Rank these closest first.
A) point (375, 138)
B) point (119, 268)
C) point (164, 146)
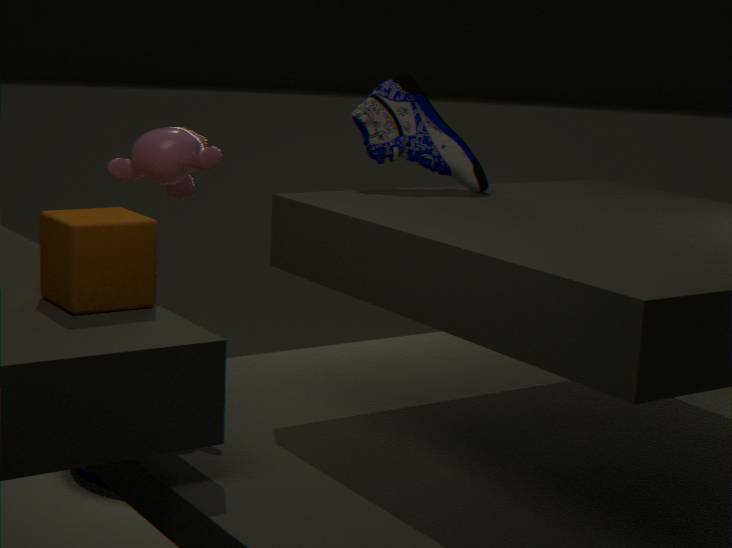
1. B. point (119, 268)
2. C. point (164, 146)
3. A. point (375, 138)
